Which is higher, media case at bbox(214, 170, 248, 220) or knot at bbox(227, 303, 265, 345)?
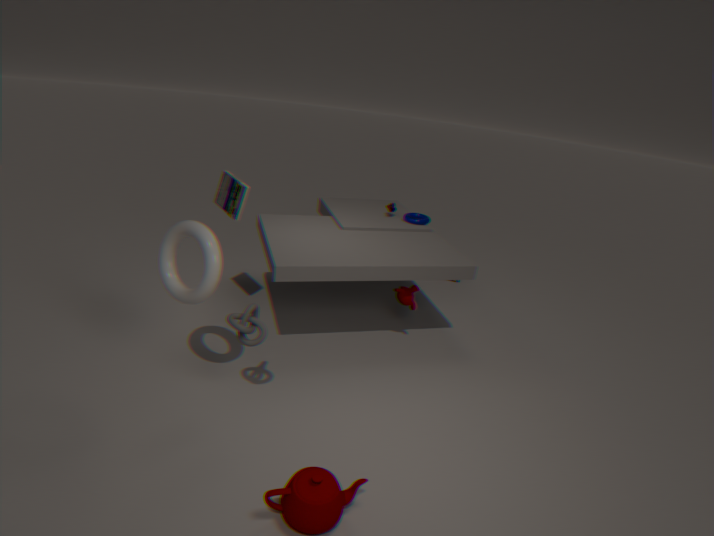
media case at bbox(214, 170, 248, 220)
